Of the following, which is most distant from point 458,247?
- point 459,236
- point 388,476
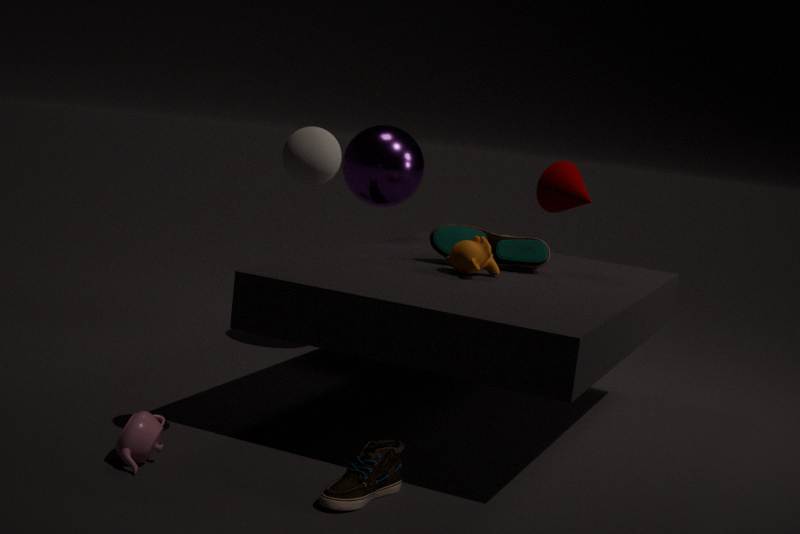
point 388,476
